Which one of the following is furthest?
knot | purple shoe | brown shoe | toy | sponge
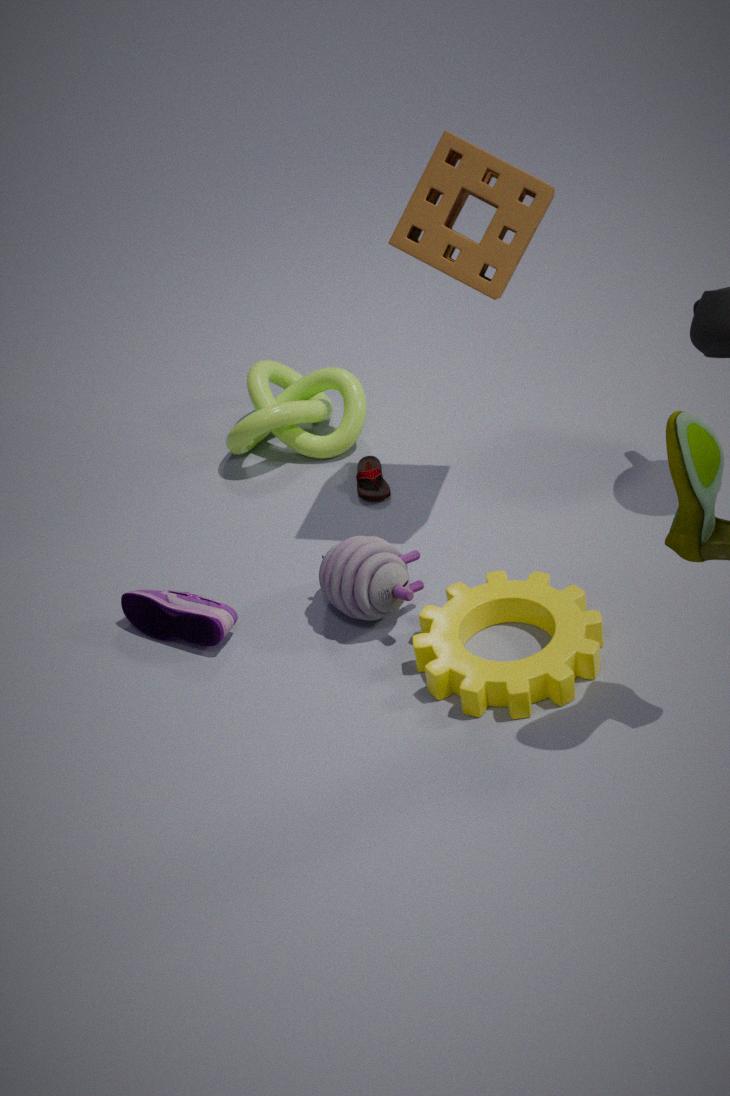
knot
